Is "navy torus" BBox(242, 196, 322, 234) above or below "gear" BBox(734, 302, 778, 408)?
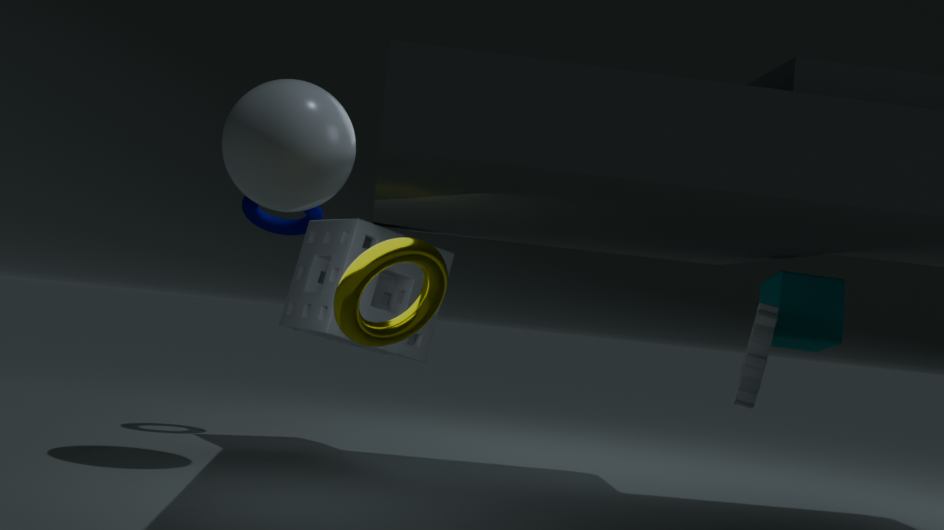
above
